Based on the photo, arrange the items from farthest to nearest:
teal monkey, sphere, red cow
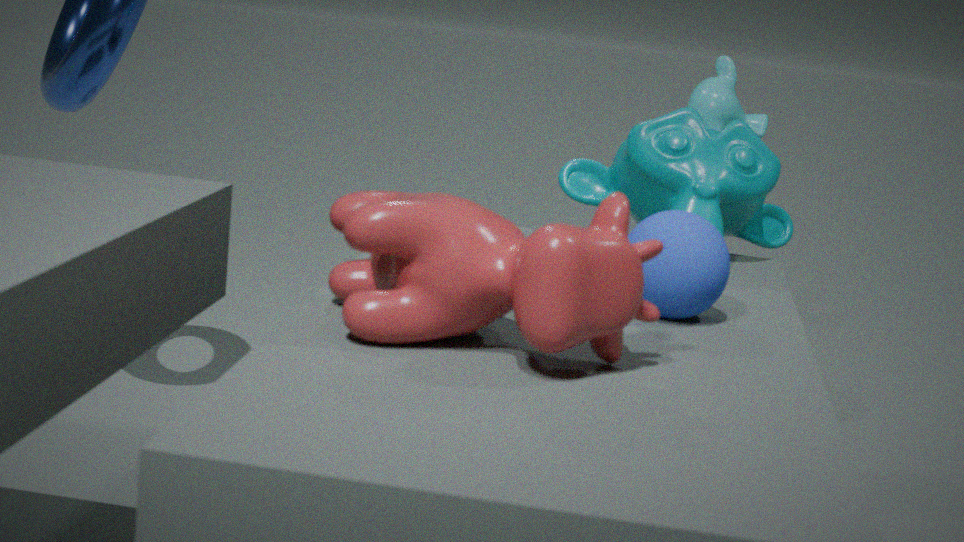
teal monkey < sphere < red cow
